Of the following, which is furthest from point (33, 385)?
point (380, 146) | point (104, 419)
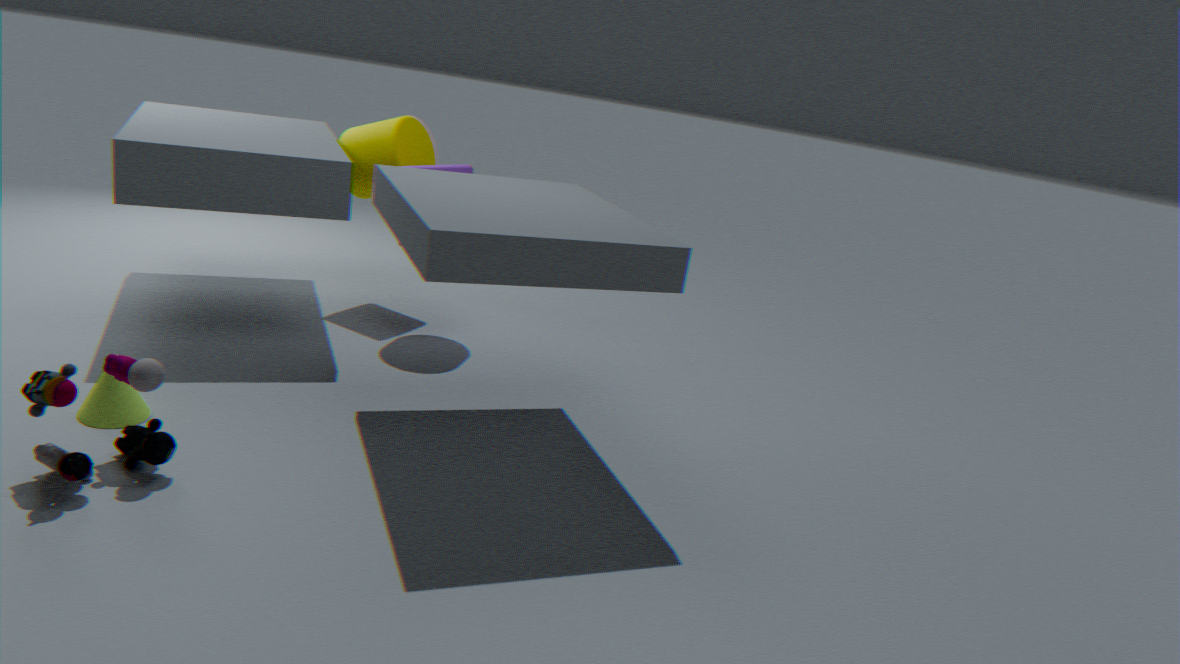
point (380, 146)
